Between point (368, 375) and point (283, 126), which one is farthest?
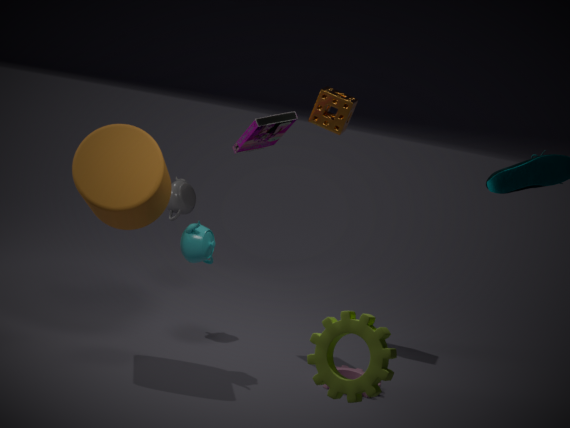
point (283, 126)
